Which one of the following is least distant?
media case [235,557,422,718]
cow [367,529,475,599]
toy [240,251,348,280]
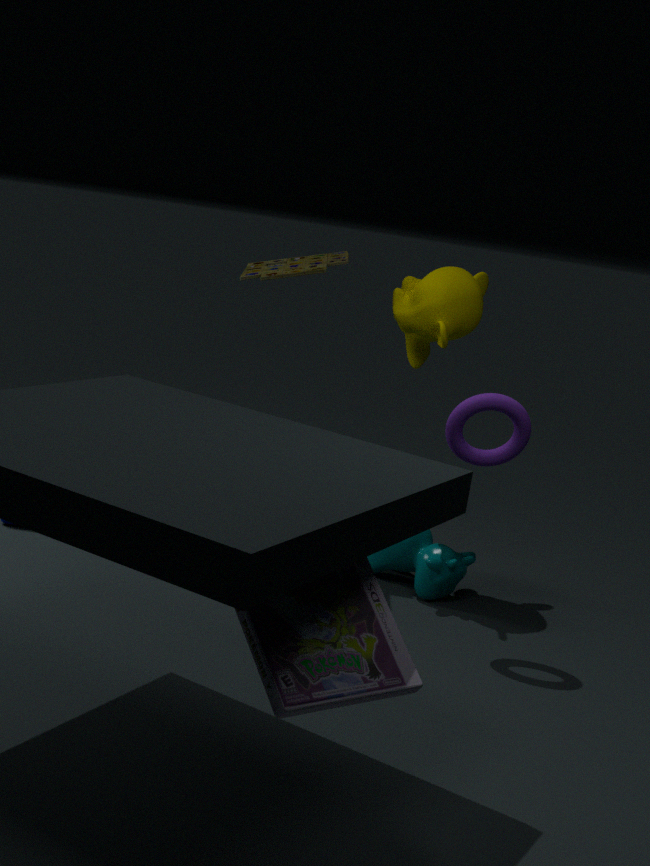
media case [235,557,422,718]
